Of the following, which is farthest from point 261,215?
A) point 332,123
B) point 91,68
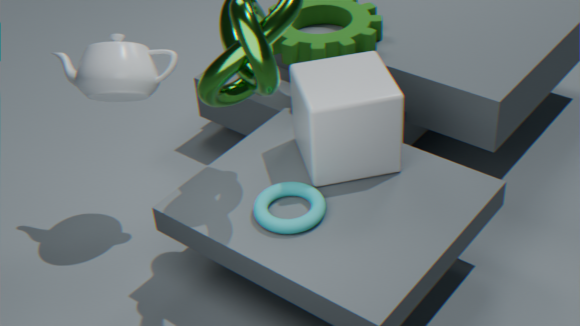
point 91,68
